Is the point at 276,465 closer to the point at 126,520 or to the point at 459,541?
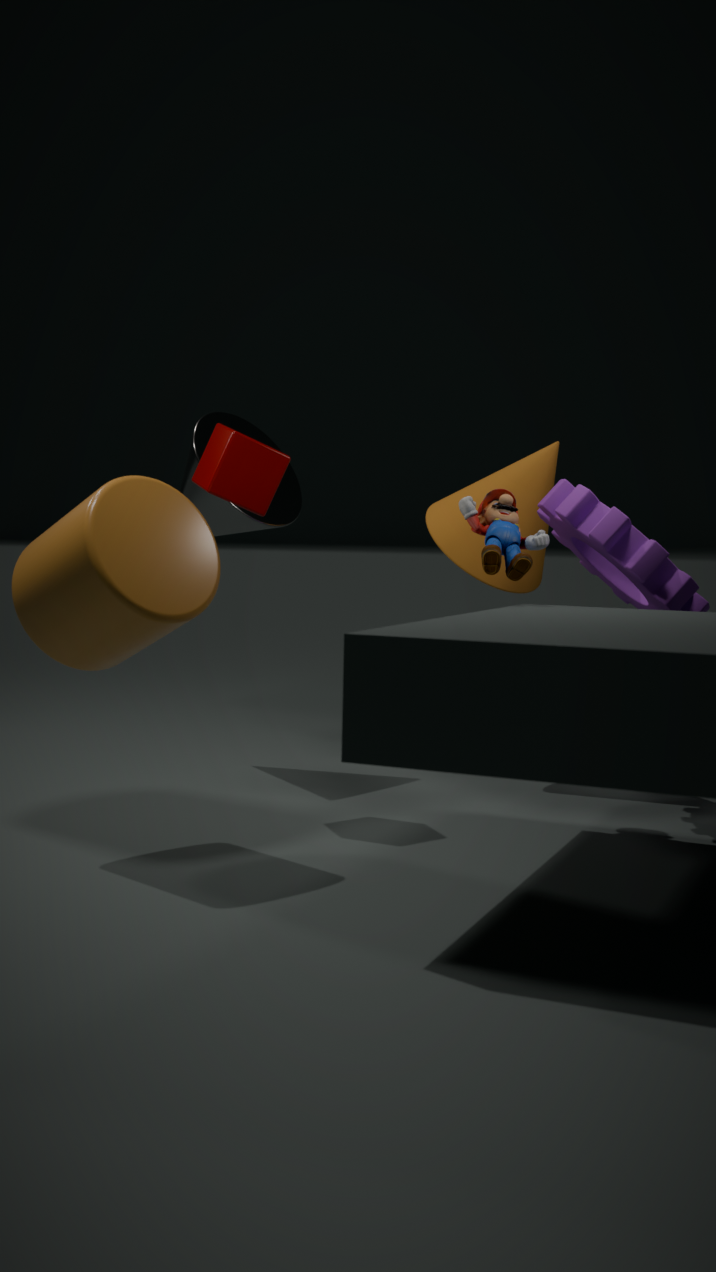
the point at 126,520
